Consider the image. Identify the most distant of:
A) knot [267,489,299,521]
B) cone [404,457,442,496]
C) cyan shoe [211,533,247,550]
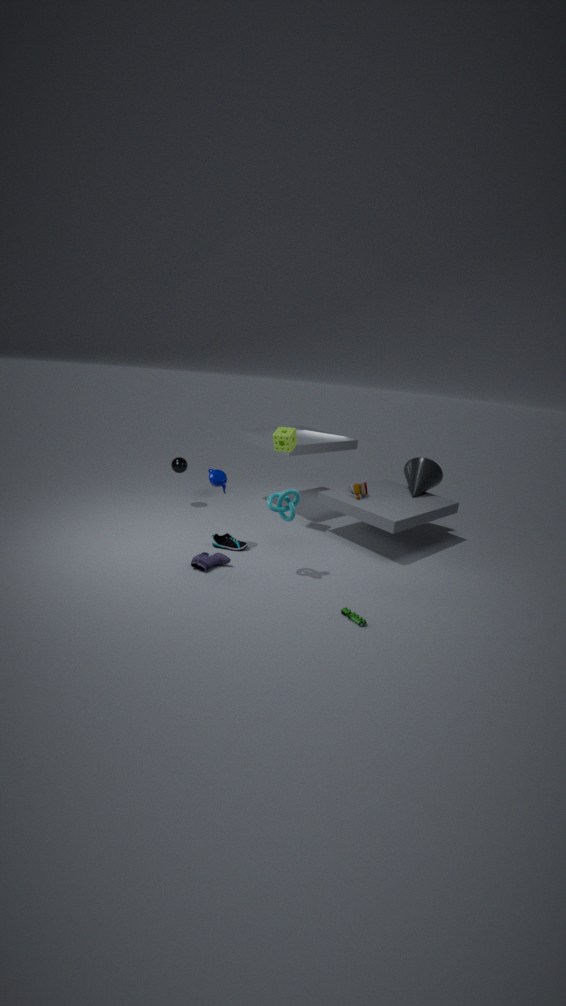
cone [404,457,442,496]
